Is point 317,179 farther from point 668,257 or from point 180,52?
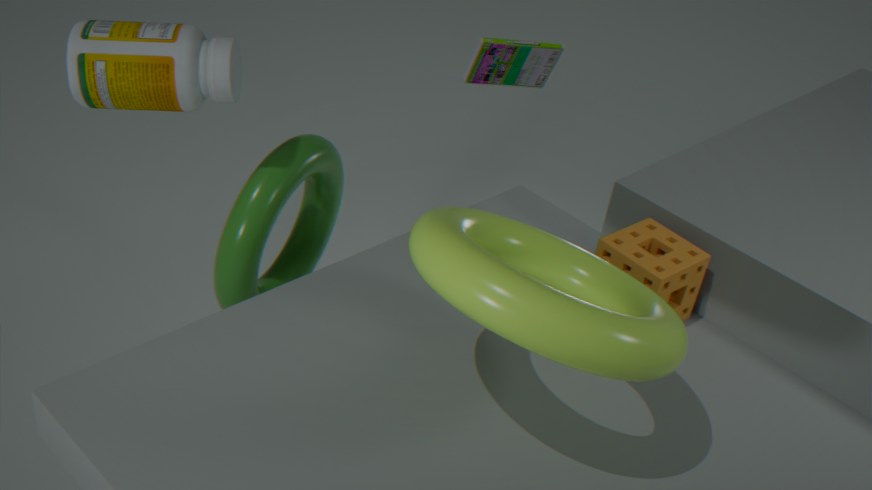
point 668,257
